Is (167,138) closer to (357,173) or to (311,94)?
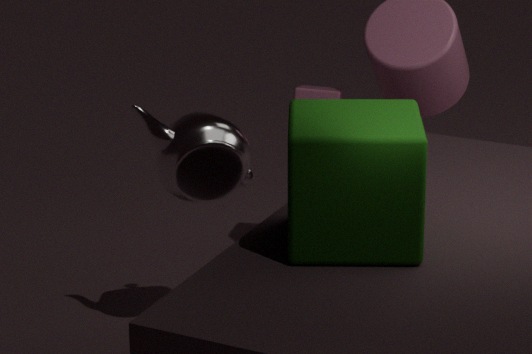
(311,94)
